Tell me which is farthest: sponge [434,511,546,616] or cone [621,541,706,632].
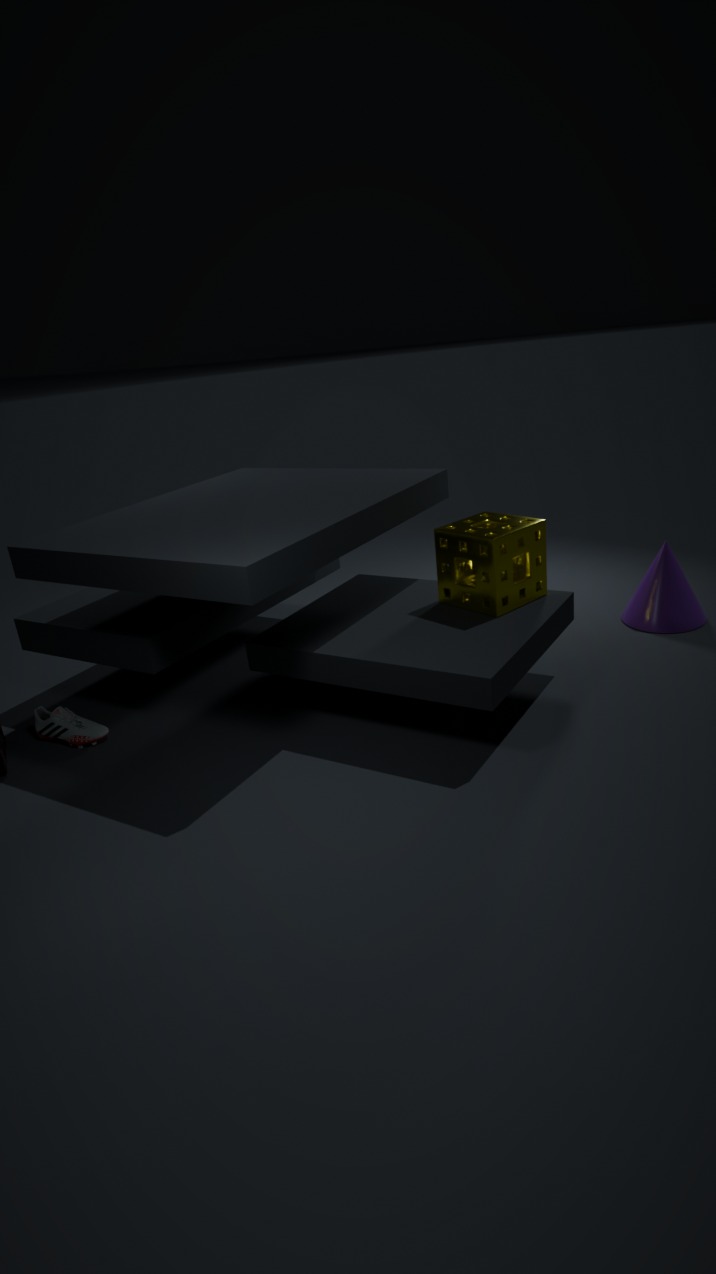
cone [621,541,706,632]
